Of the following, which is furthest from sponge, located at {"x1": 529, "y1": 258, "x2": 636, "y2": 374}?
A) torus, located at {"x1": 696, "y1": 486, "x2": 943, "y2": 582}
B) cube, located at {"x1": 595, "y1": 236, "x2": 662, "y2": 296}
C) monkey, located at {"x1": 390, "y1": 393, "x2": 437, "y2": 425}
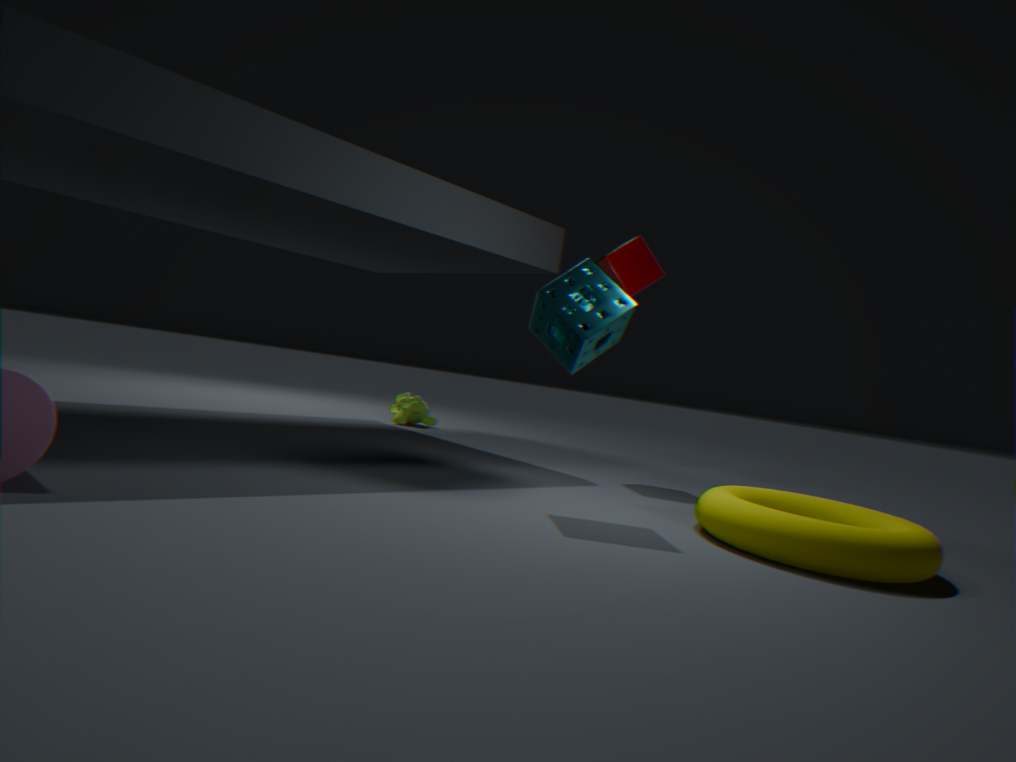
monkey, located at {"x1": 390, "y1": 393, "x2": 437, "y2": 425}
